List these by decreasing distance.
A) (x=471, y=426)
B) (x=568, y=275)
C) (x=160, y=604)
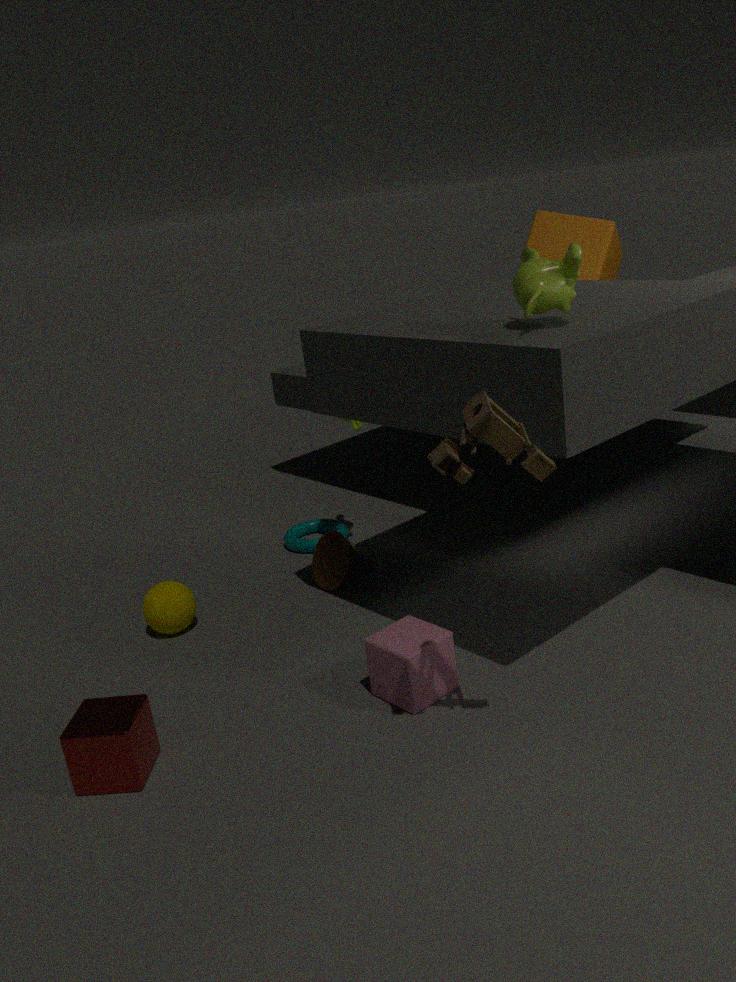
(x=160, y=604) < (x=568, y=275) < (x=471, y=426)
